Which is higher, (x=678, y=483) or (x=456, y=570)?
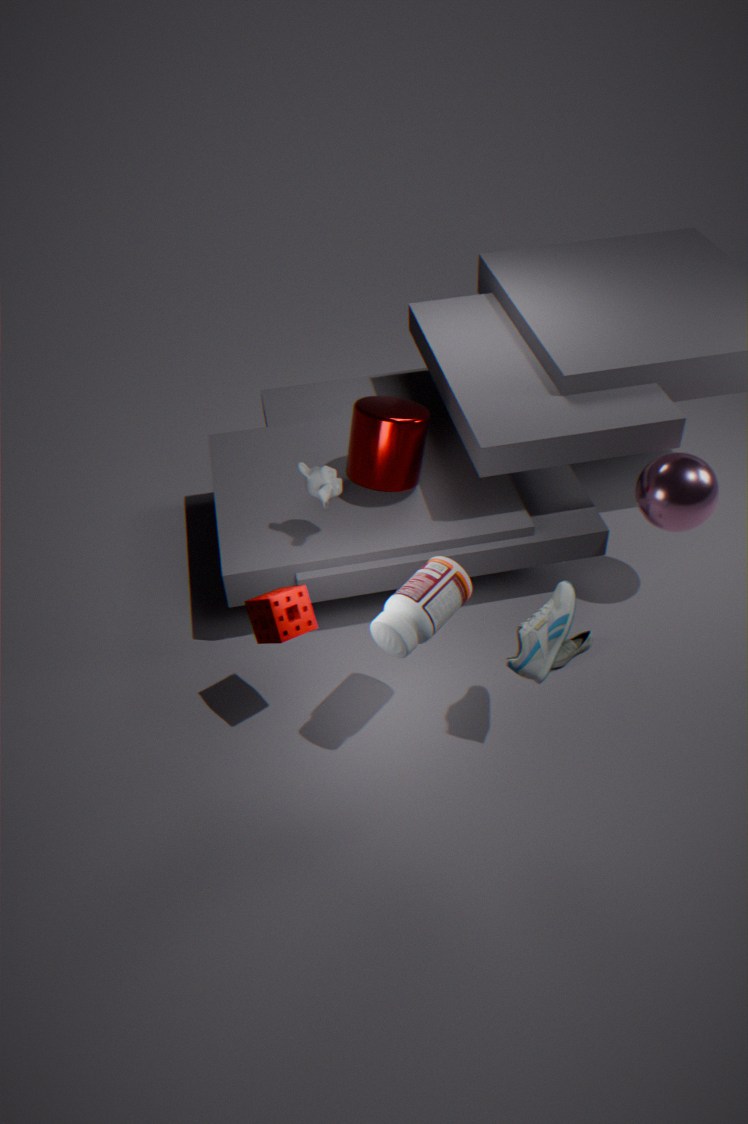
(x=456, y=570)
